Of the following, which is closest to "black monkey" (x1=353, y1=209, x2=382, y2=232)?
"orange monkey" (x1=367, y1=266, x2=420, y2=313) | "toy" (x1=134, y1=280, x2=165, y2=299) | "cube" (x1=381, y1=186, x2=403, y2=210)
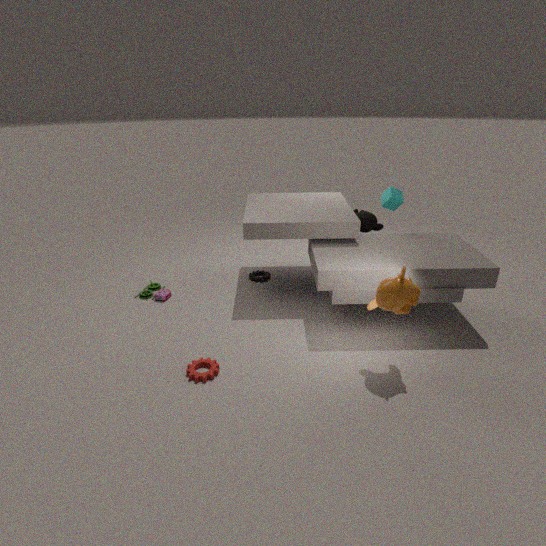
"cube" (x1=381, y1=186, x2=403, y2=210)
